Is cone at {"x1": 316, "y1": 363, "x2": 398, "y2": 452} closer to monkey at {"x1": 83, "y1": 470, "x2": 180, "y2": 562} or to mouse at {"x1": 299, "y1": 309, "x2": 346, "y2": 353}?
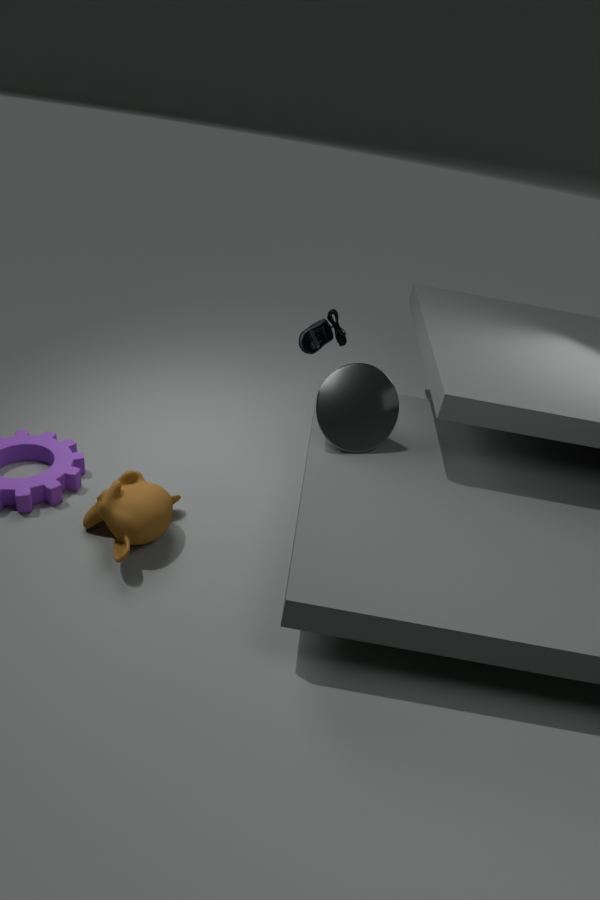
mouse at {"x1": 299, "y1": 309, "x2": 346, "y2": 353}
